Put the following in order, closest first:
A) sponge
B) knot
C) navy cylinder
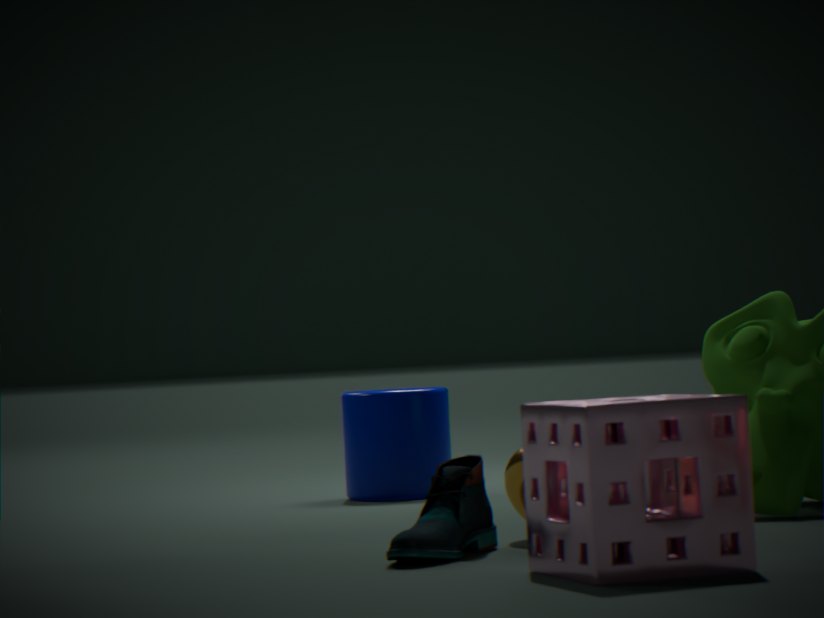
1. sponge
2. knot
3. navy cylinder
